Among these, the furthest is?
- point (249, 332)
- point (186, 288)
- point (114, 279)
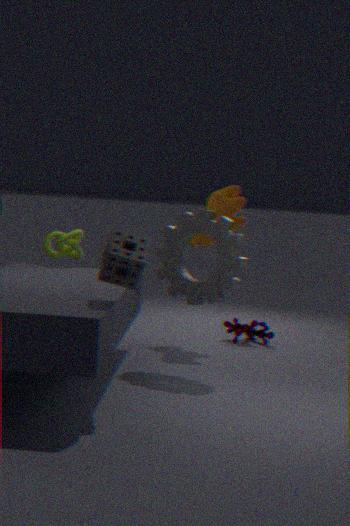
point (249, 332)
